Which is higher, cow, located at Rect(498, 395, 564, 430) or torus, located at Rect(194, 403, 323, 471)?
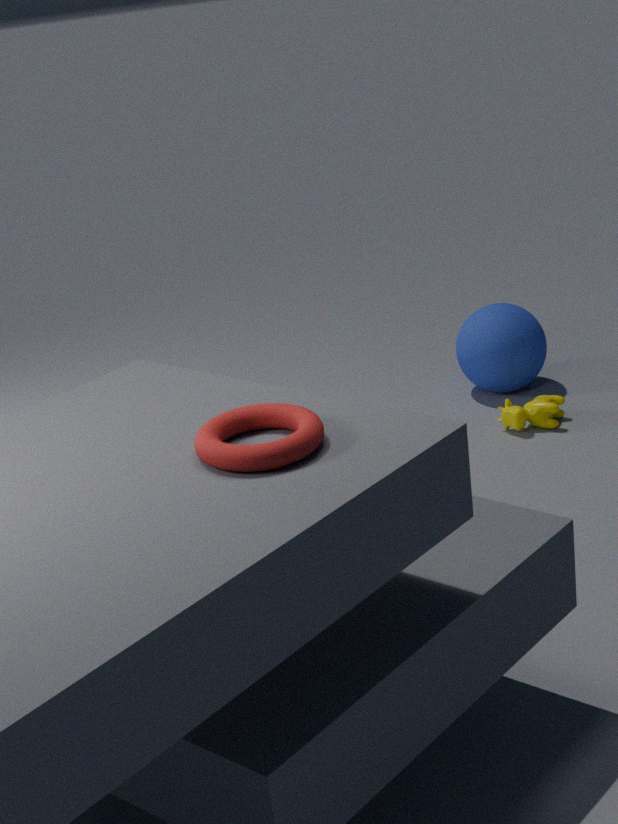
torus, located at Rect(194, 403, 323, 471)
